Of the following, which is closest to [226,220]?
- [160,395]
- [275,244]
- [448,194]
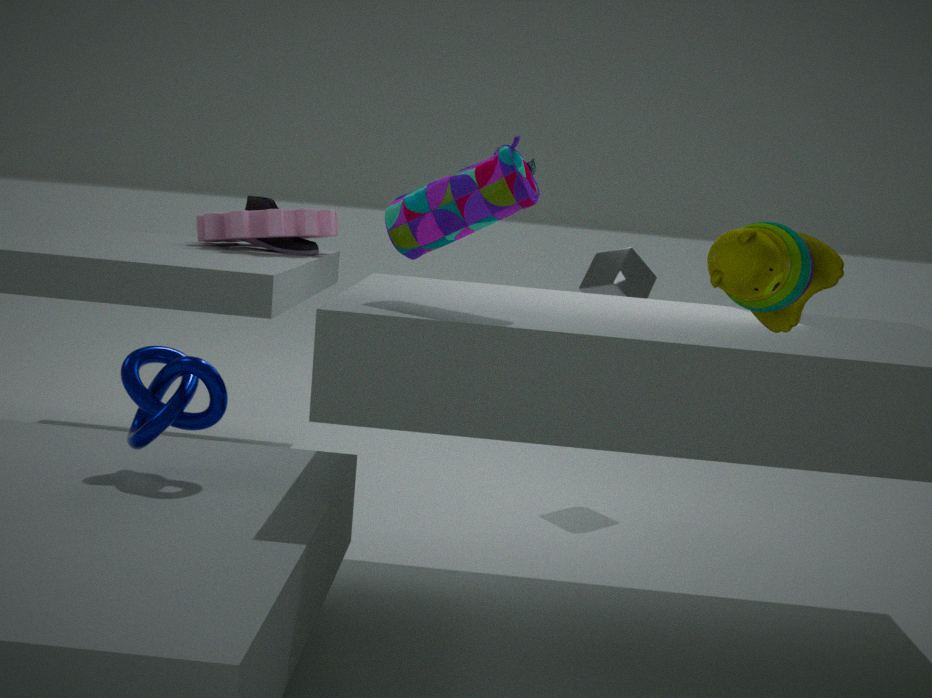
[275,244]
